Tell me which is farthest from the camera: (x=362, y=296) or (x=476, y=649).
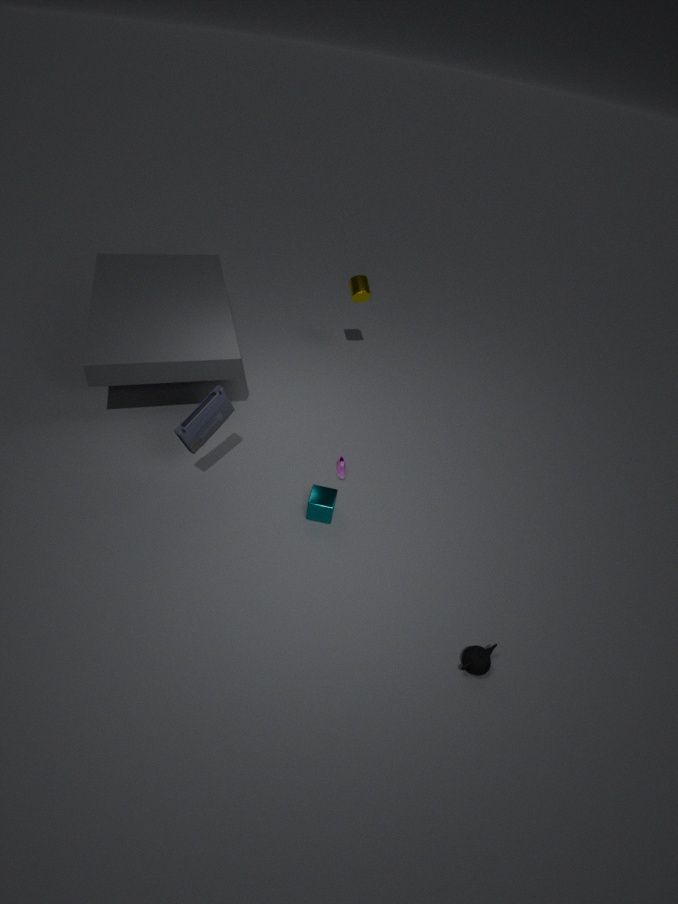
Answer: (x=362, y=296)
